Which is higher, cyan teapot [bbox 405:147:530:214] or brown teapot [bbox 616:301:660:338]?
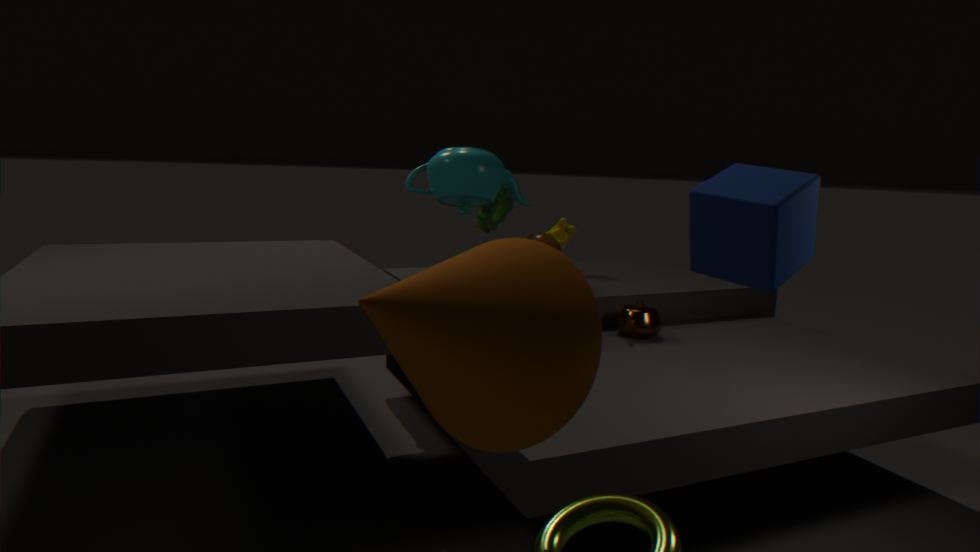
cyan teapot [bbox 405:147:530:214]
